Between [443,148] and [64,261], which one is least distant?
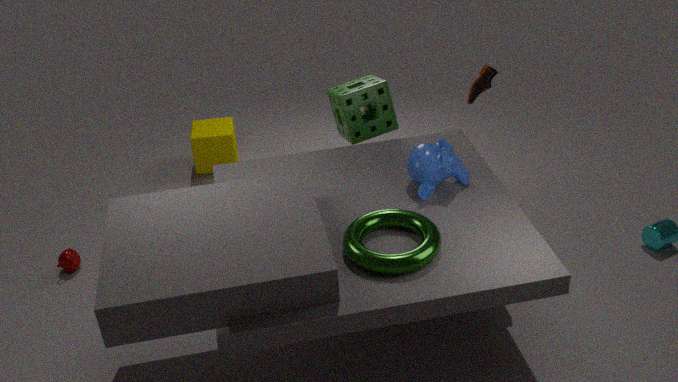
[443,148]
